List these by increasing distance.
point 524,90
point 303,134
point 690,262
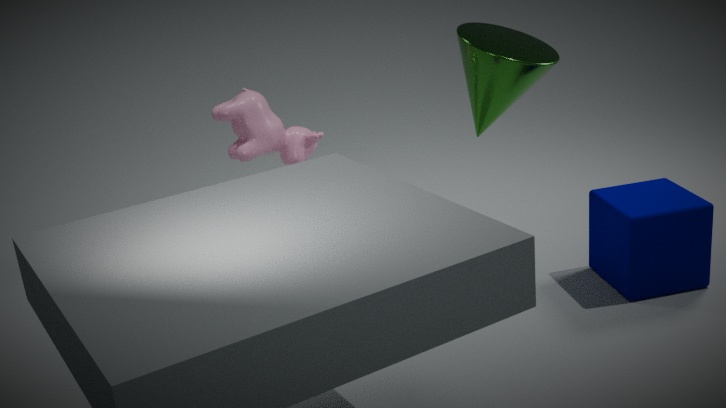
point 690,262, point 524,90, point 303,134
